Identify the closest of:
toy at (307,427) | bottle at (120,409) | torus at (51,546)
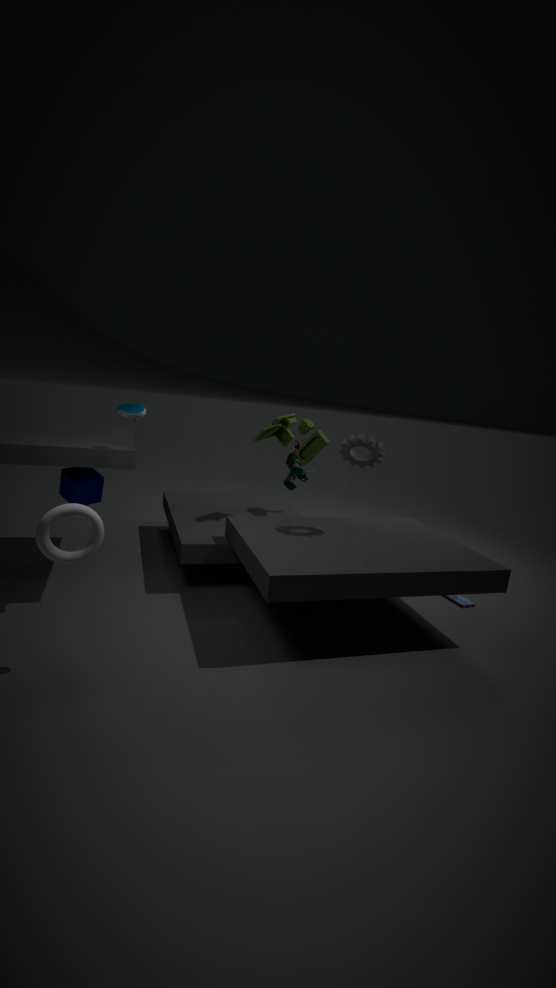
torus at (51,546)
